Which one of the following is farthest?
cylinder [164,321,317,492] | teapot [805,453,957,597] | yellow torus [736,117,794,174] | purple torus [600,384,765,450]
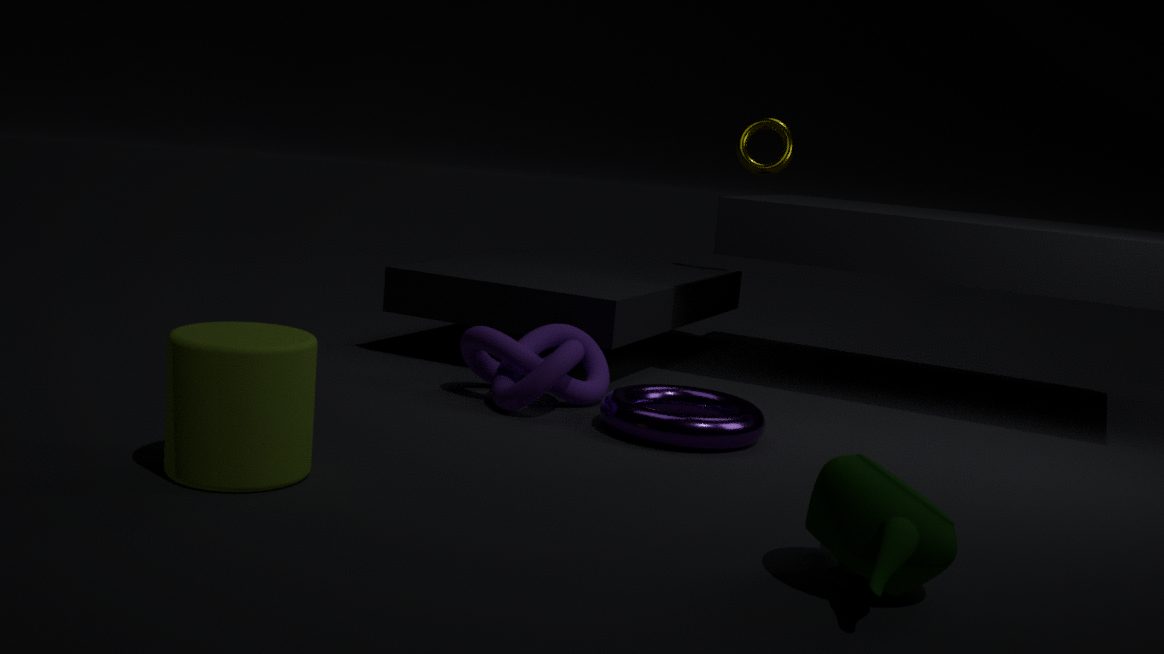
yellow torus [736,117,794,174]
